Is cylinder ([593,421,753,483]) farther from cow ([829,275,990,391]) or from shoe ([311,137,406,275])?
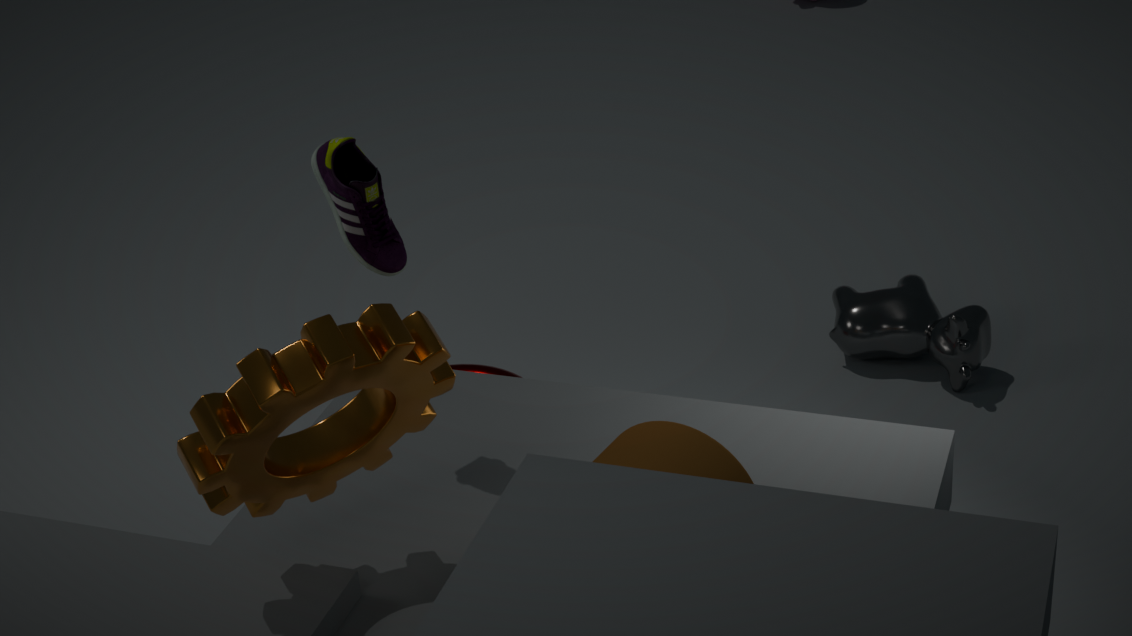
cow ([829,275,990,391])
